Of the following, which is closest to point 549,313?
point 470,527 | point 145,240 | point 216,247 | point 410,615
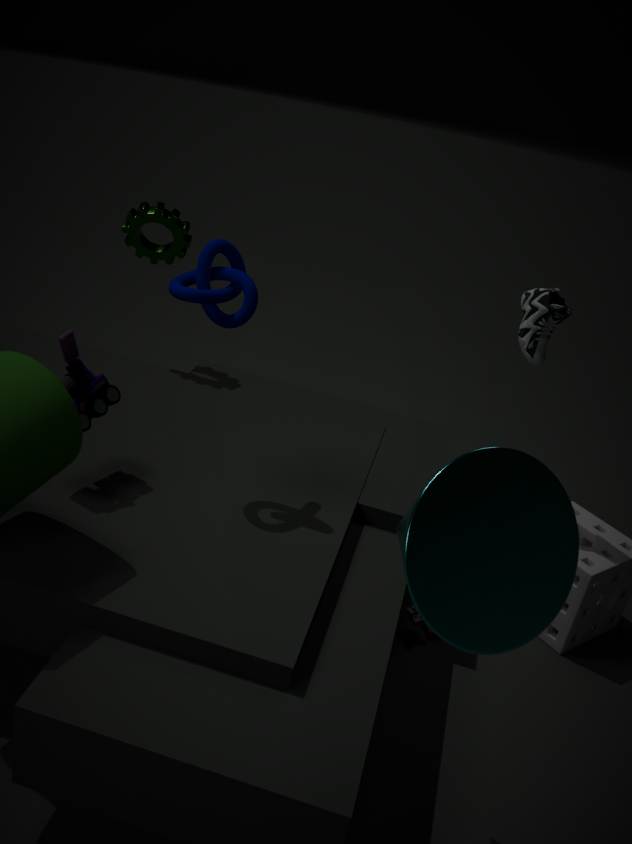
point 410,615
